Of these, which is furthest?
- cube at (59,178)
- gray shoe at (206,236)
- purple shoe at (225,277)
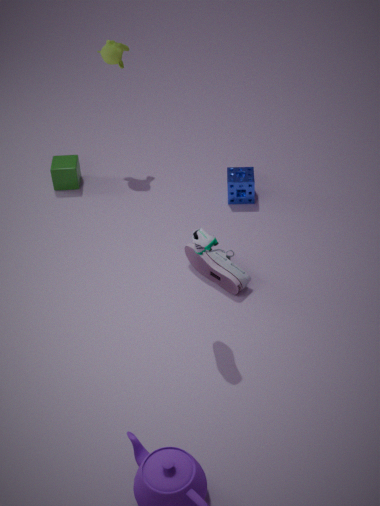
cube at (59,178)
